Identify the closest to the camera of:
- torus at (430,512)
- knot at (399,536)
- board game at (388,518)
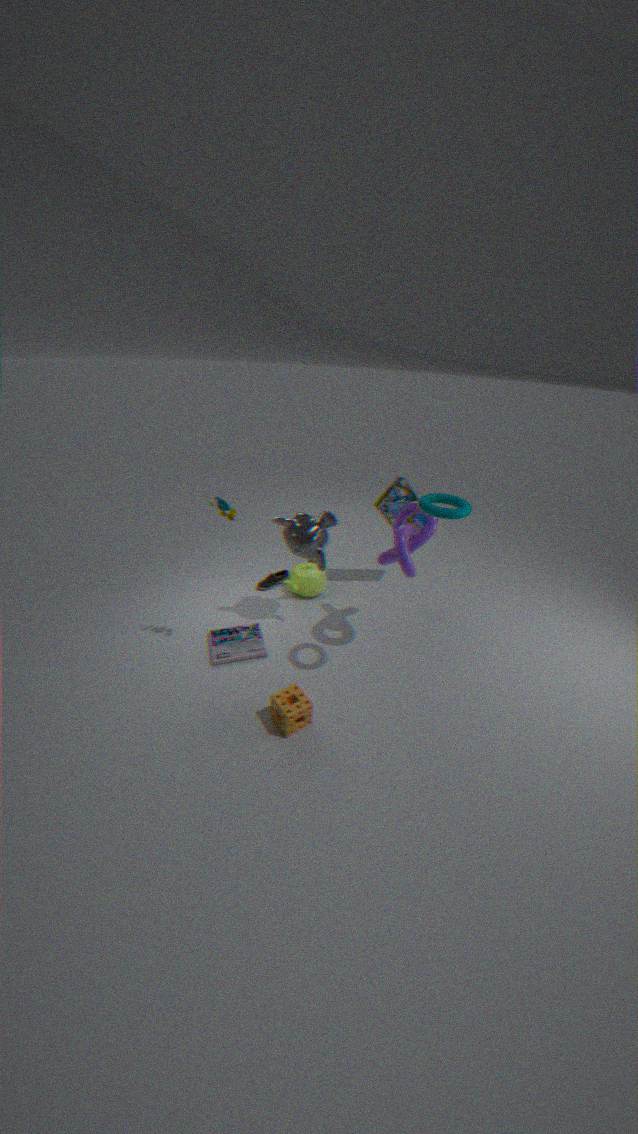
torus at (430,512)
